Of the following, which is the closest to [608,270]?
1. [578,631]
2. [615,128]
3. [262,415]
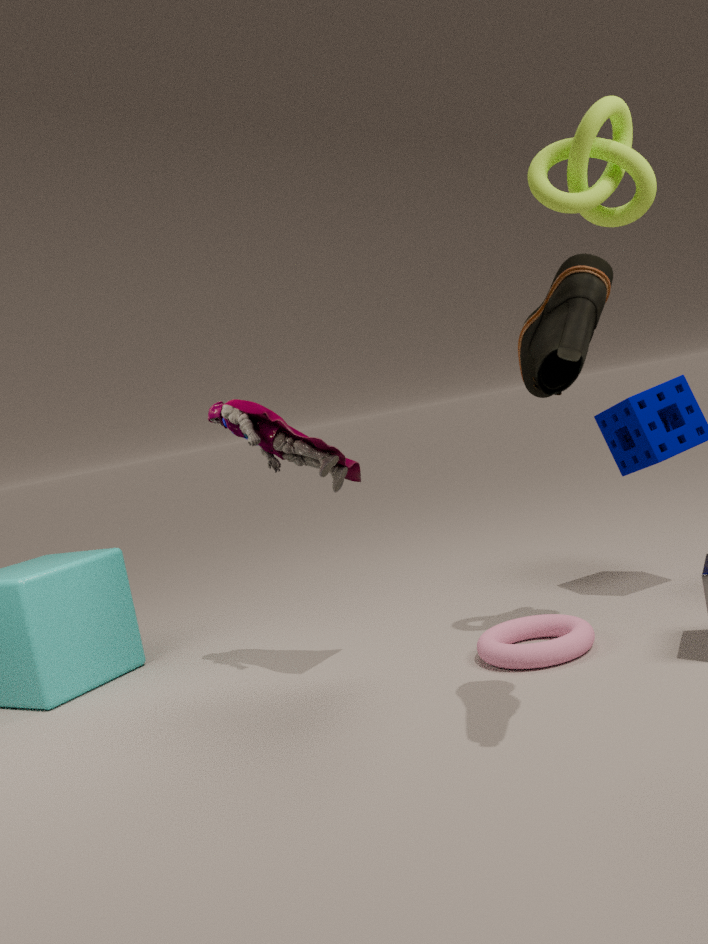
[615,128]
